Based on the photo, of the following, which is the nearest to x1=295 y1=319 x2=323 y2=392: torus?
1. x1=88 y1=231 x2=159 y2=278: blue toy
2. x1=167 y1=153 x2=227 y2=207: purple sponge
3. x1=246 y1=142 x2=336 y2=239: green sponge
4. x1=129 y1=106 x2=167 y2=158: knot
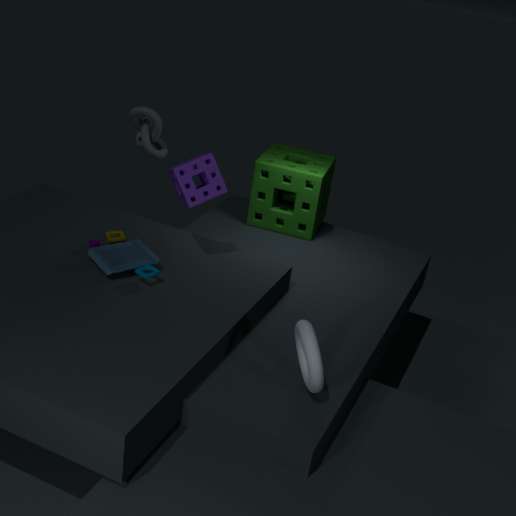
x1=88 y1=231 x2=159 y2=278: blue toy
